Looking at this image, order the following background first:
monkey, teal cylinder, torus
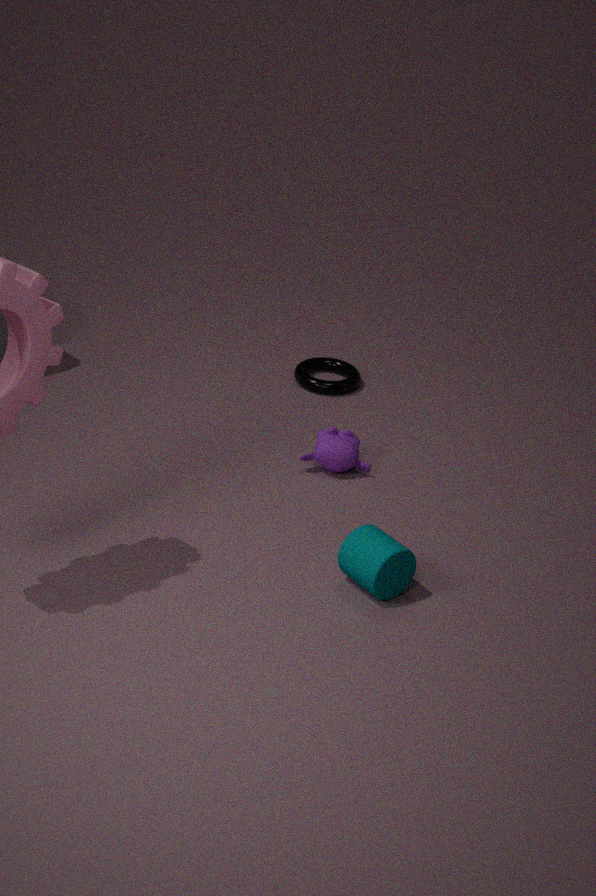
torus, monkey, teal cylinder
